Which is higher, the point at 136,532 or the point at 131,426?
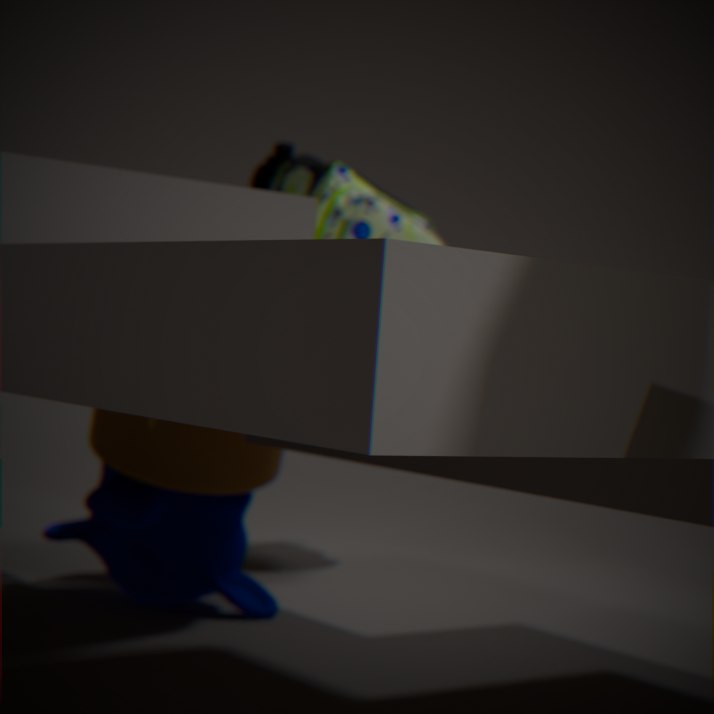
the point at 131,426
